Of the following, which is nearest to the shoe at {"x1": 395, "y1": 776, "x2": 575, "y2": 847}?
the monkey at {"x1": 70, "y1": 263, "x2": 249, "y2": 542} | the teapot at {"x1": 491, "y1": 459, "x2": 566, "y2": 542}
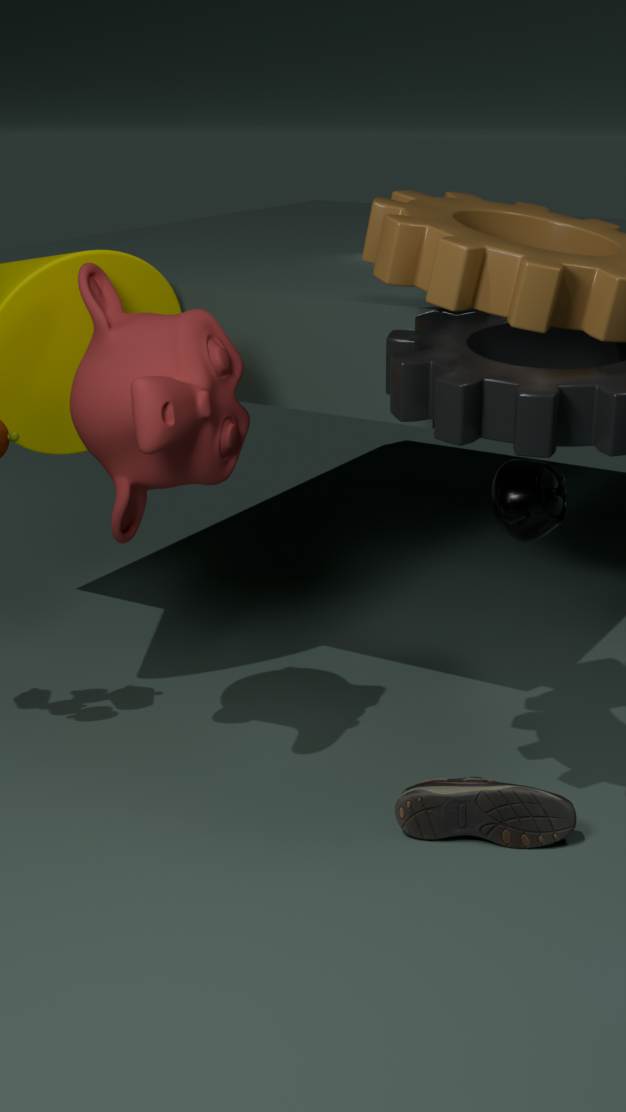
the teapot at {"x1": 491, "y1": 459, "x2": 566, "y2": 542}
